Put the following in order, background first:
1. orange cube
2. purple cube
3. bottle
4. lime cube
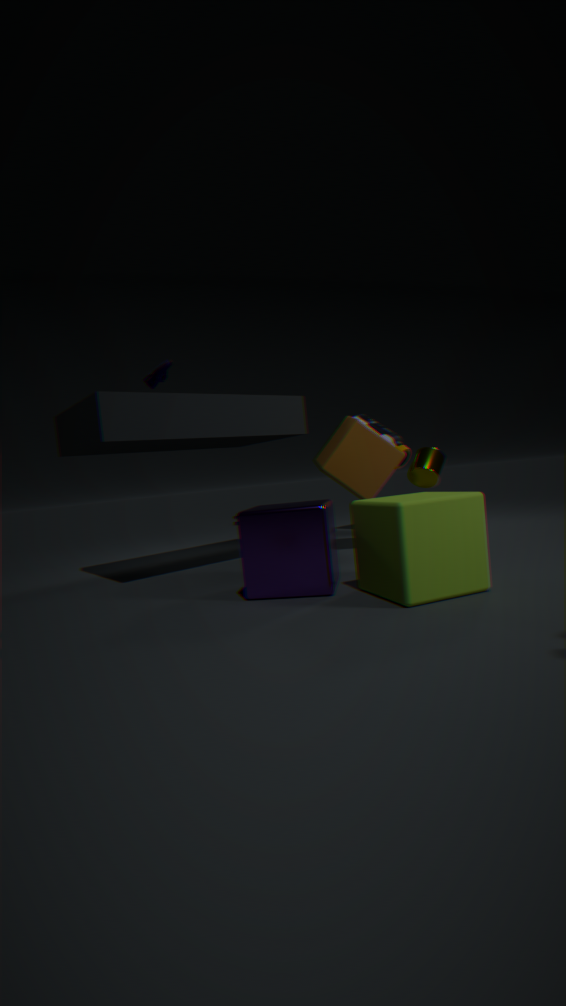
bottle → orange cube → purple cube → lime cube
